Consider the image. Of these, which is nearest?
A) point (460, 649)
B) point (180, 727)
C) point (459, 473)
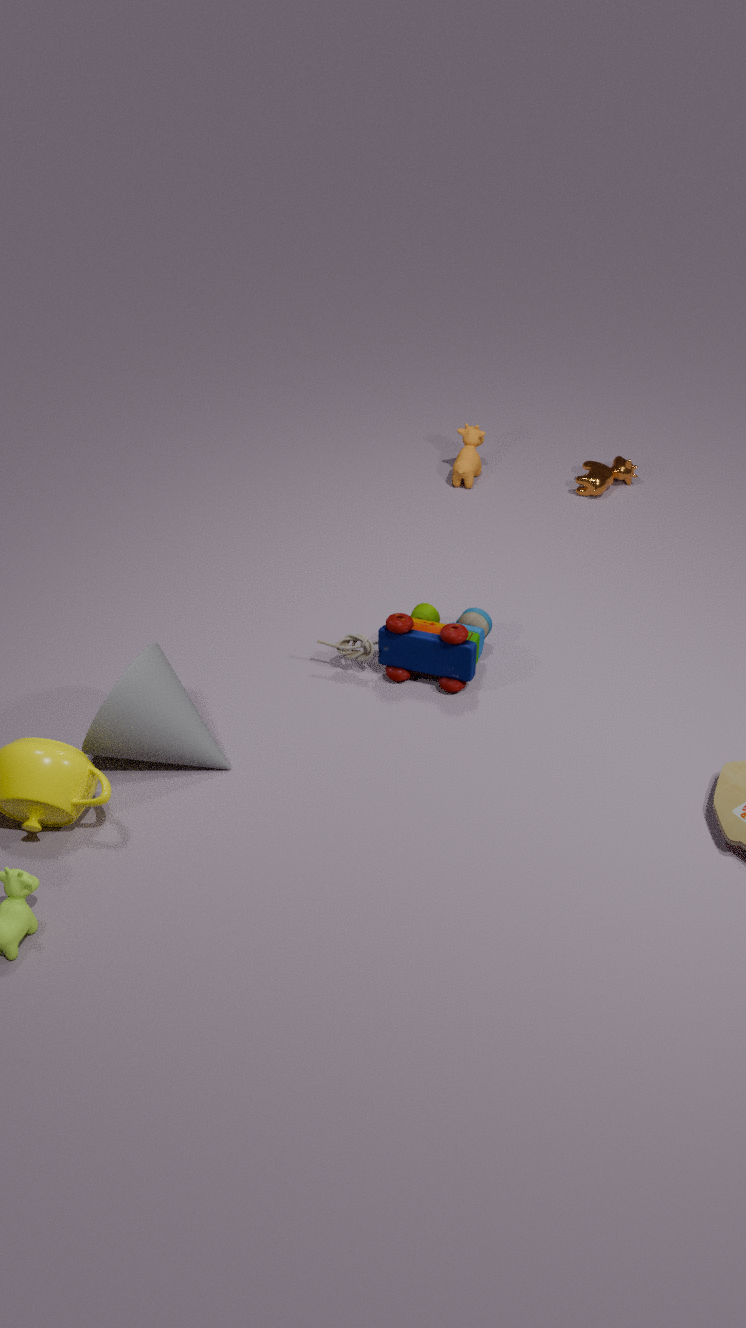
point (180, 727)
